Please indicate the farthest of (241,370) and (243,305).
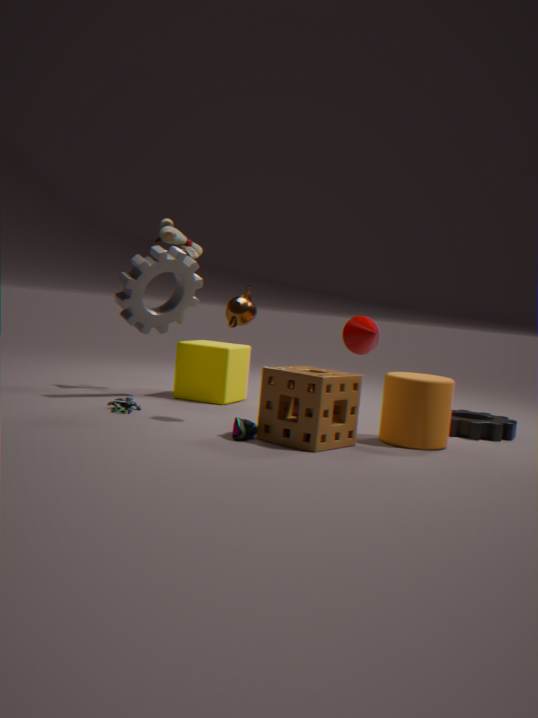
(241,370)
